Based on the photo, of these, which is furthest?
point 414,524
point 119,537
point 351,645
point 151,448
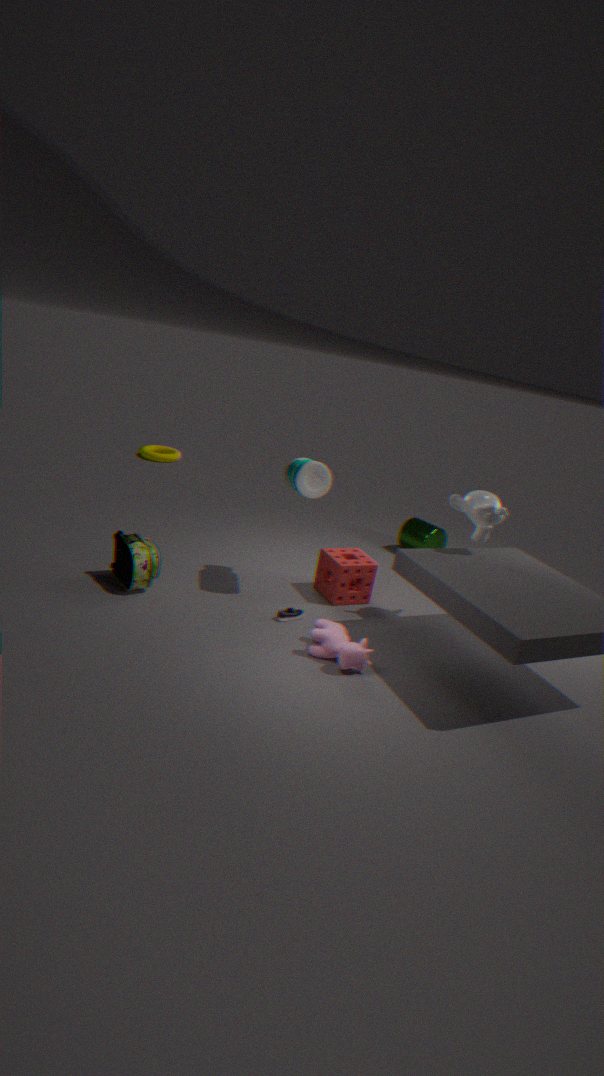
point 151,448
